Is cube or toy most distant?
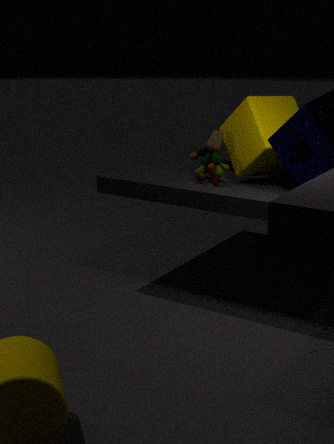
toy
